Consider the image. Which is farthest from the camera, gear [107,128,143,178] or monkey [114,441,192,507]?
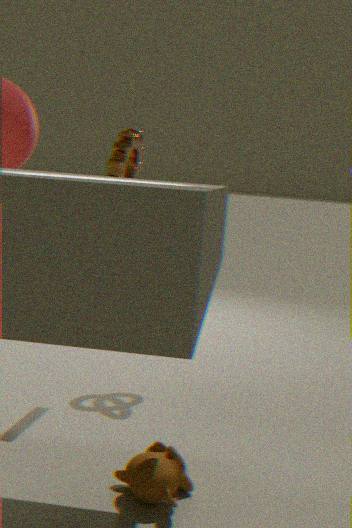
gear [107,128,143,178]
